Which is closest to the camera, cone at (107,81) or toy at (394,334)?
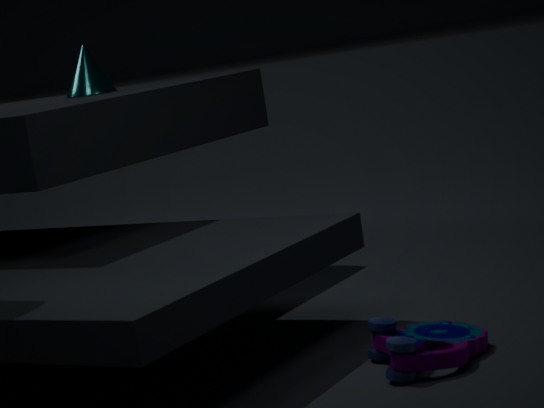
toy at (394,334)
